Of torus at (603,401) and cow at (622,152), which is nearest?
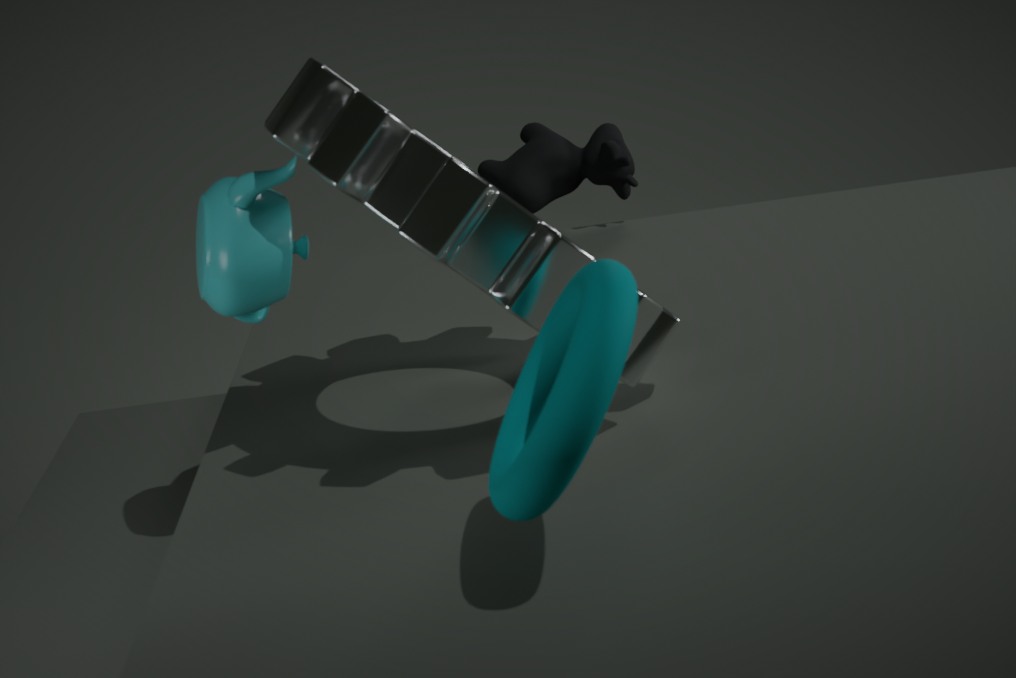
torus at (603,401)
